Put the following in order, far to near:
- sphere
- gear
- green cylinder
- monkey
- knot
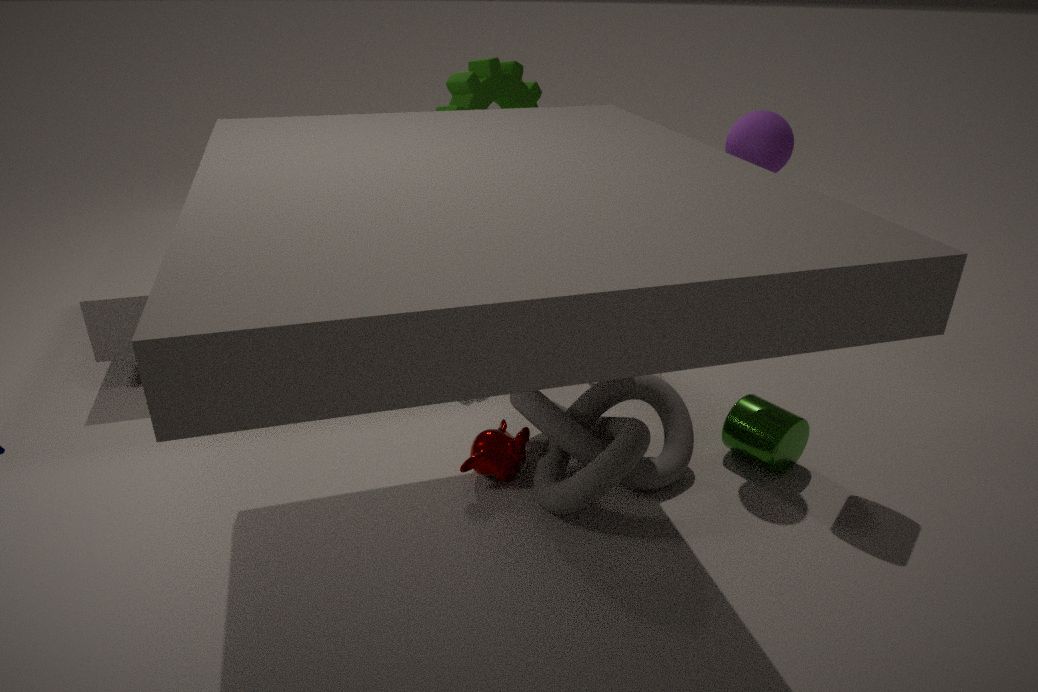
gear < green cylinder < monkey < sphere < knot
